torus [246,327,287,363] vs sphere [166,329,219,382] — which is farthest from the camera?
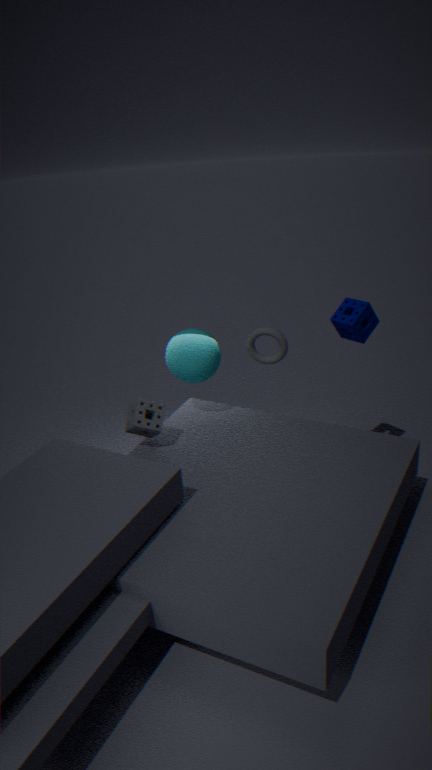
sphere [166,329,219,382]
